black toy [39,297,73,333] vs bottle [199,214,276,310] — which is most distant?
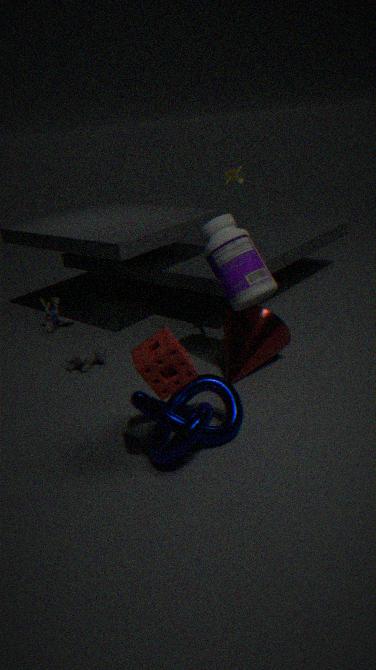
black toy [39,297,73,333]
